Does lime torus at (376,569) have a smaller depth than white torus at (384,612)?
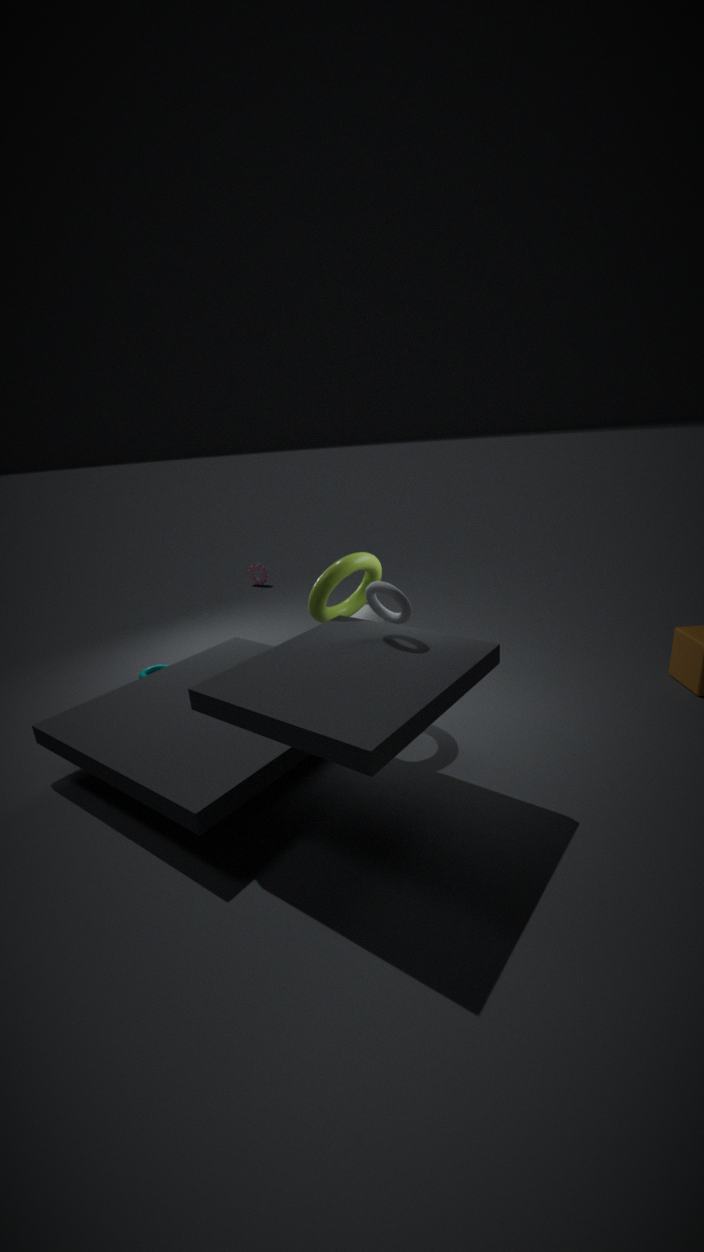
No
